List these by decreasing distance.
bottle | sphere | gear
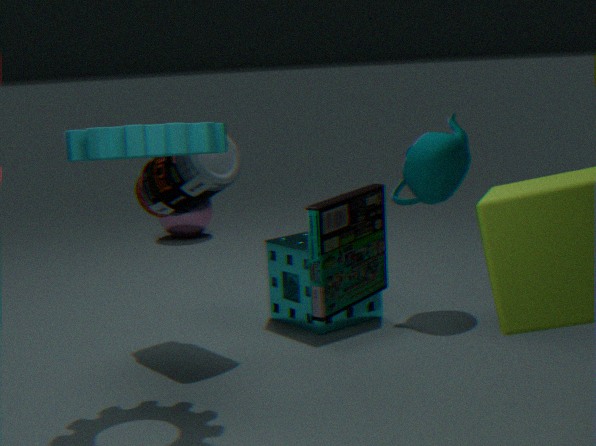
sphere, bottle, gear
